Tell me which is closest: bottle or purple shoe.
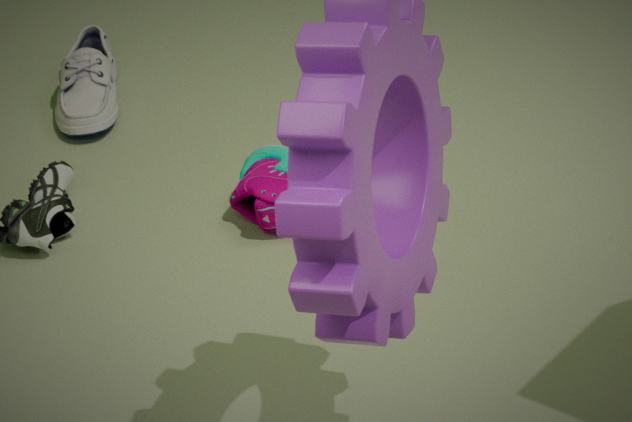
purple shoe
